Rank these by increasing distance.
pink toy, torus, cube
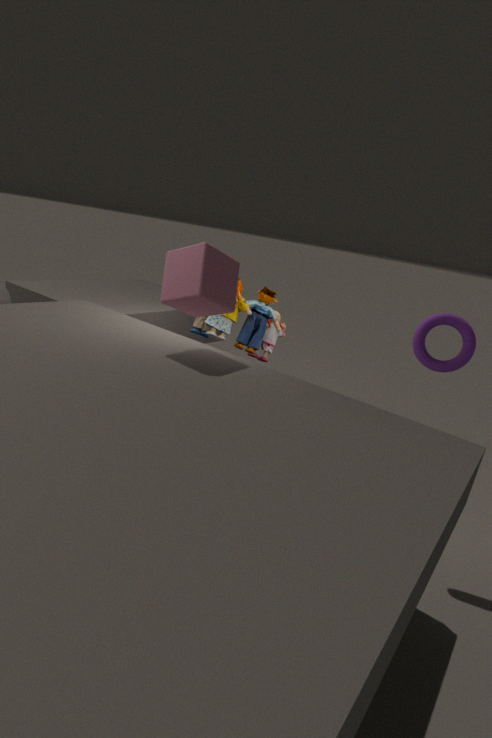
cube < torus < pink toy
